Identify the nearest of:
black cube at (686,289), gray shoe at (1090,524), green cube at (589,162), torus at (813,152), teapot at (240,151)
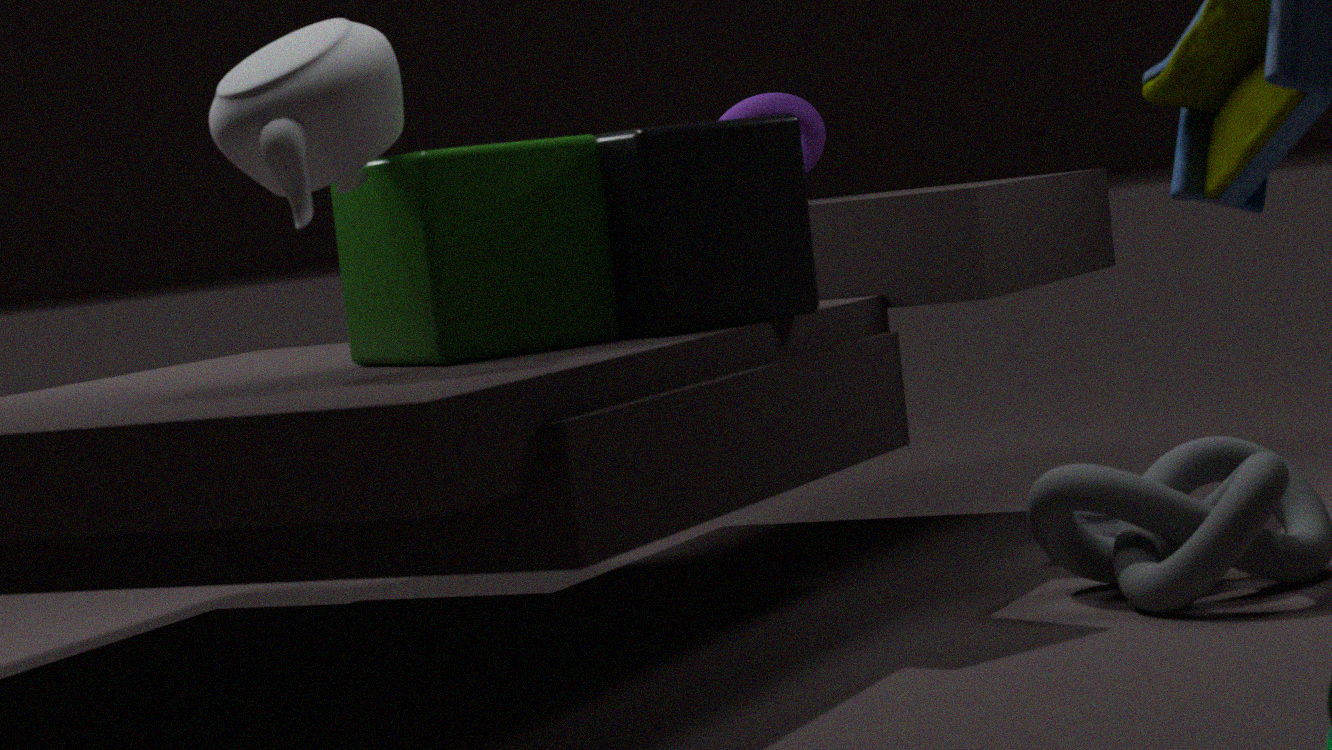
teapot at (240,151)
